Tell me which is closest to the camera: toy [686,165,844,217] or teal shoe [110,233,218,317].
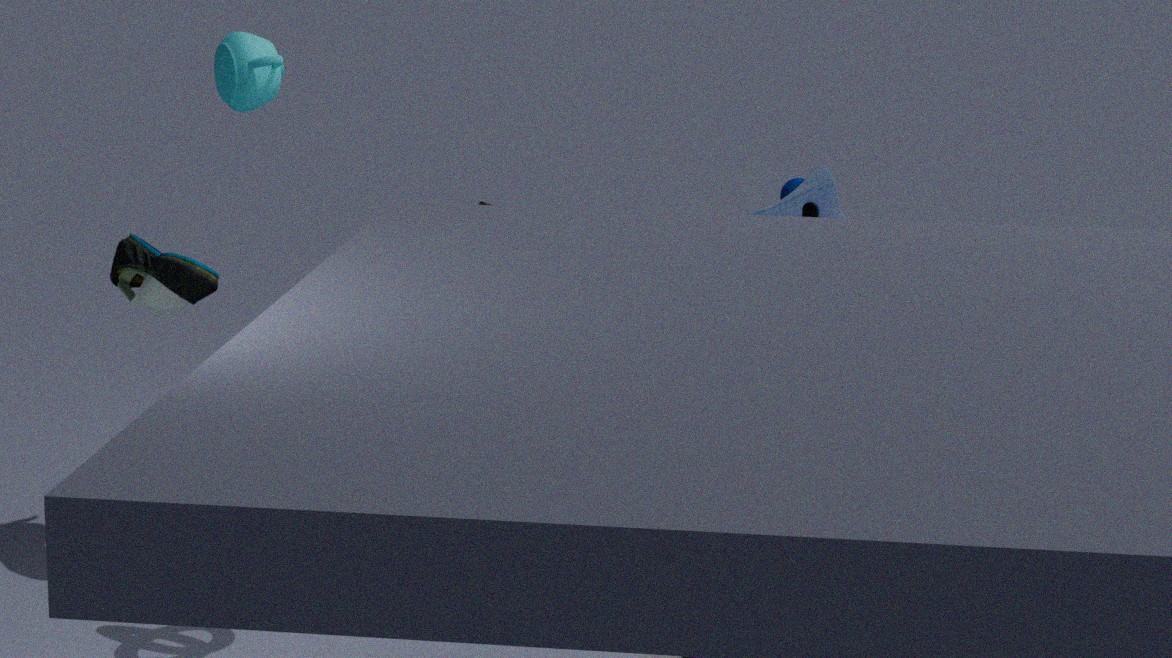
toy [686,165,844,217]
